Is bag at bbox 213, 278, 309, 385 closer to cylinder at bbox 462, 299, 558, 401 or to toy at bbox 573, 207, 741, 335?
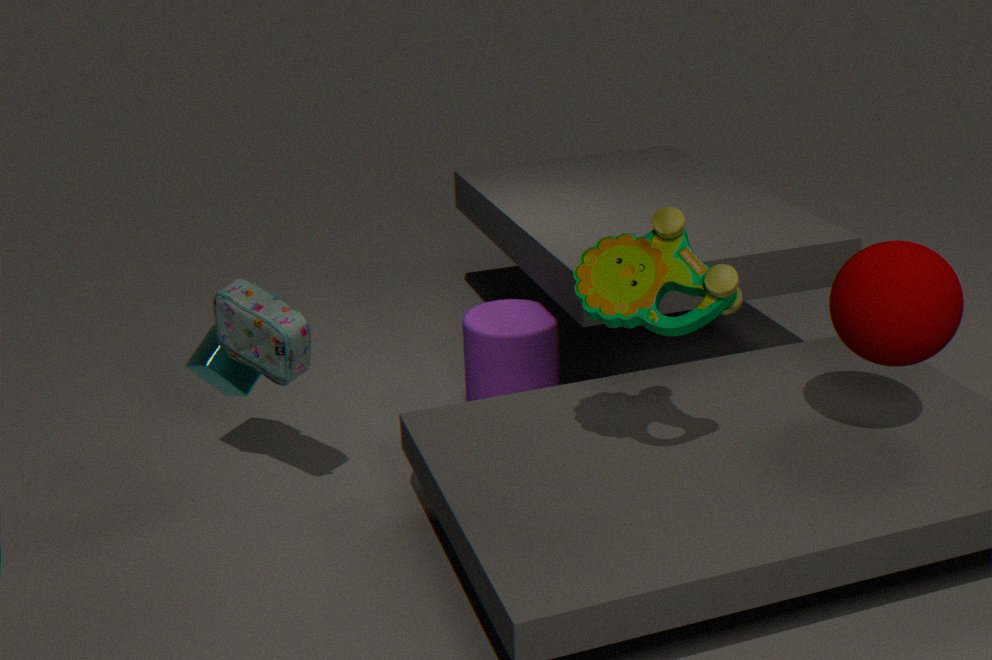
cylinder at bbox 462, 299, 558, 401
